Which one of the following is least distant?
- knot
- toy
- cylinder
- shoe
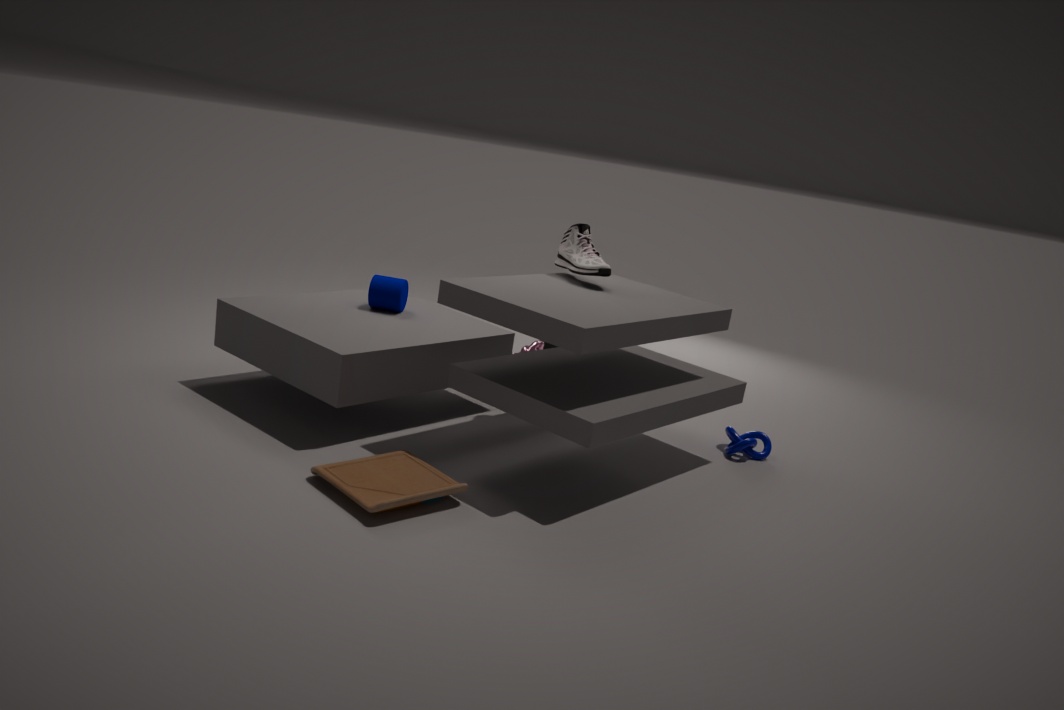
toy
